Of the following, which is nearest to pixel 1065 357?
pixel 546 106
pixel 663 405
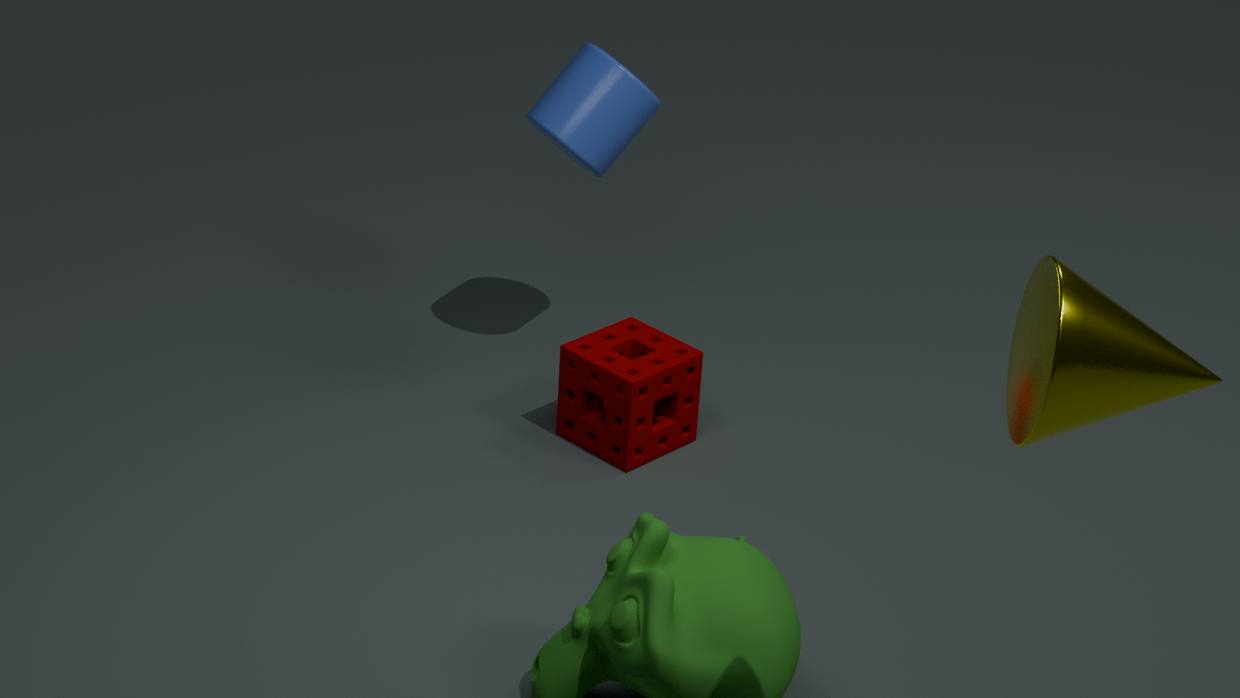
pixel 663 405
